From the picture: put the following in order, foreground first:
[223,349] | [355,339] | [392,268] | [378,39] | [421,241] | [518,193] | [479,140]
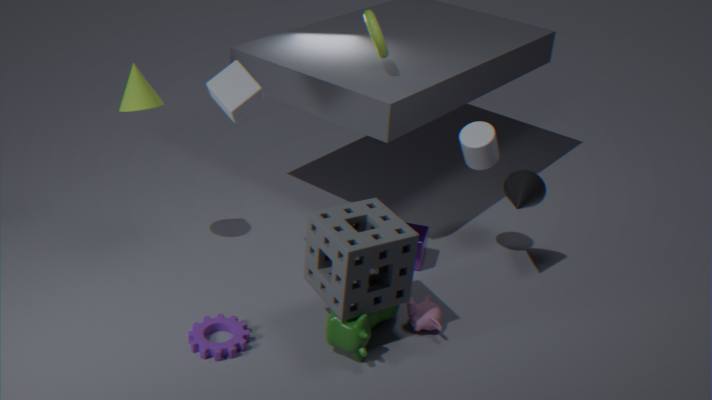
[355,339] < [392,268] < [223,349] < [479,140] < [518,193] < [378,39] < [421,241]
